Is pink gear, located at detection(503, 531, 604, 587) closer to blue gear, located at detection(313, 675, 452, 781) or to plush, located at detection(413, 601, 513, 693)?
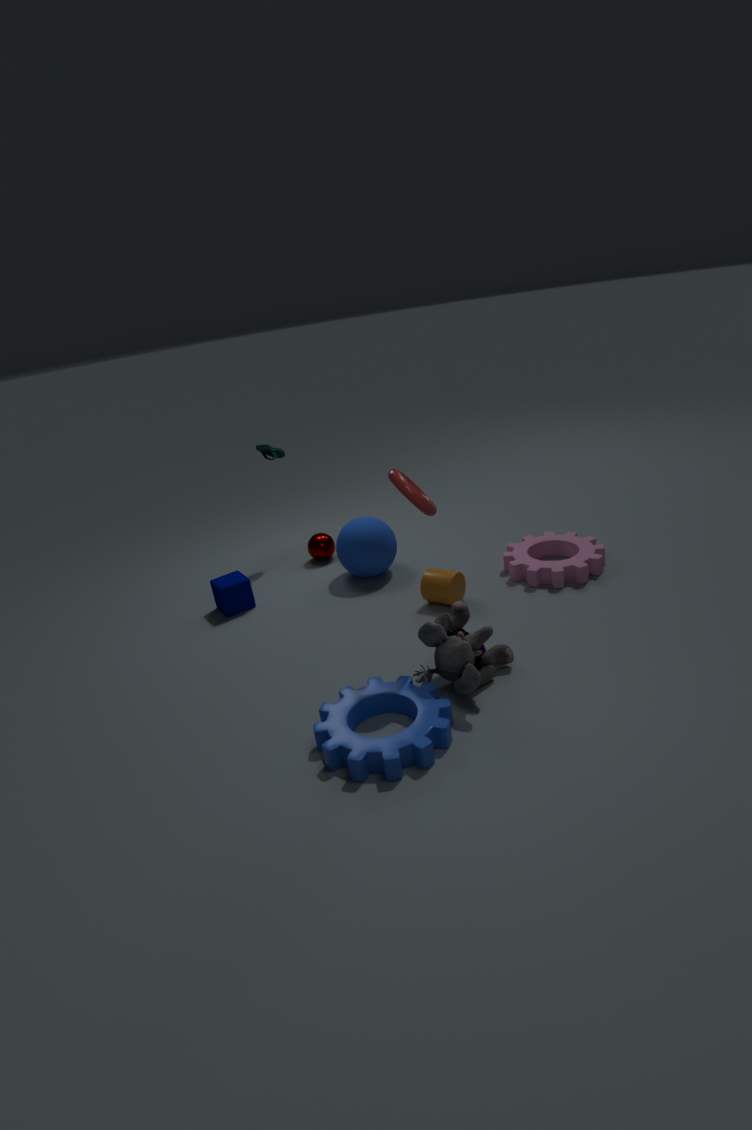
plush, located at detection(413, 601, 513, 693)
